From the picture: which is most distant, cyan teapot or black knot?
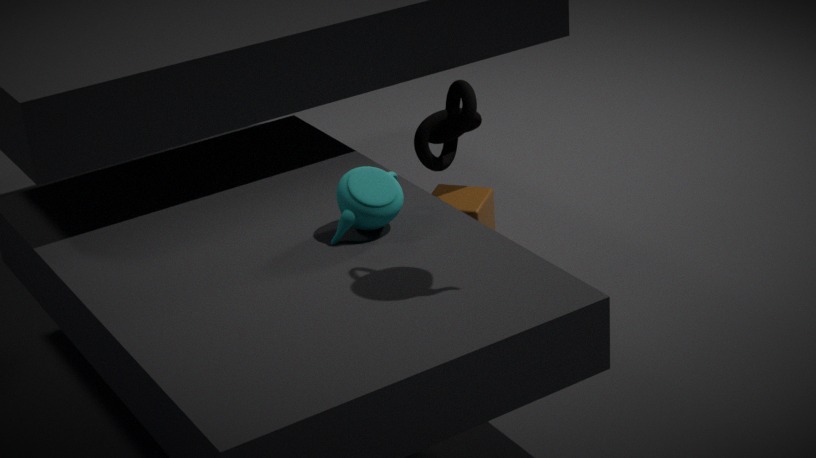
black knot
